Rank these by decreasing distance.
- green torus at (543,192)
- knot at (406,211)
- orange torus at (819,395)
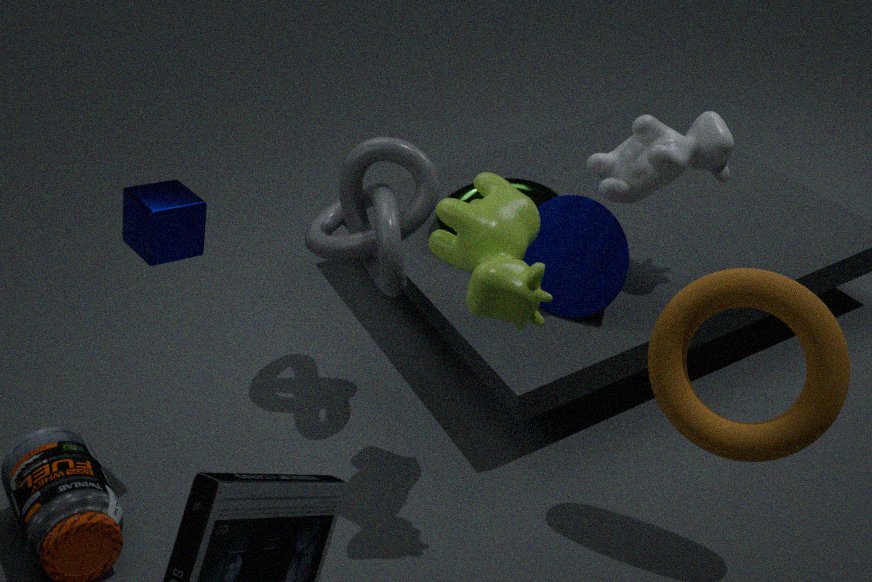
green torus at (543,192) → knot at (406,211) → orange torus at (819,395)
